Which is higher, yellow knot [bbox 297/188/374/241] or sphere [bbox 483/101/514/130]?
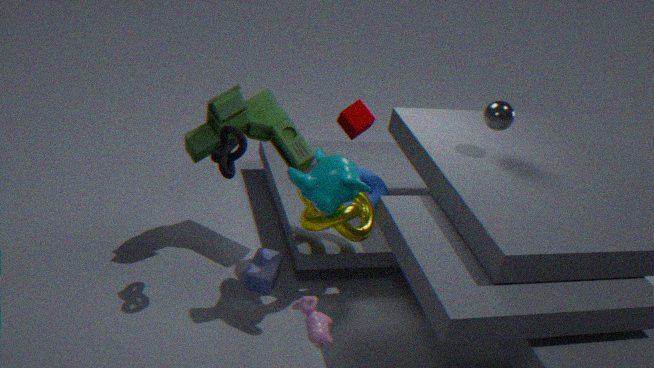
sphere [bbox 483/101/514/130]
